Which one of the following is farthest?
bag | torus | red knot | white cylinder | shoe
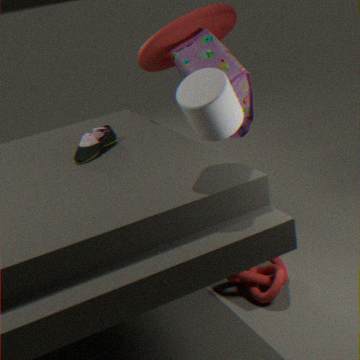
torus
